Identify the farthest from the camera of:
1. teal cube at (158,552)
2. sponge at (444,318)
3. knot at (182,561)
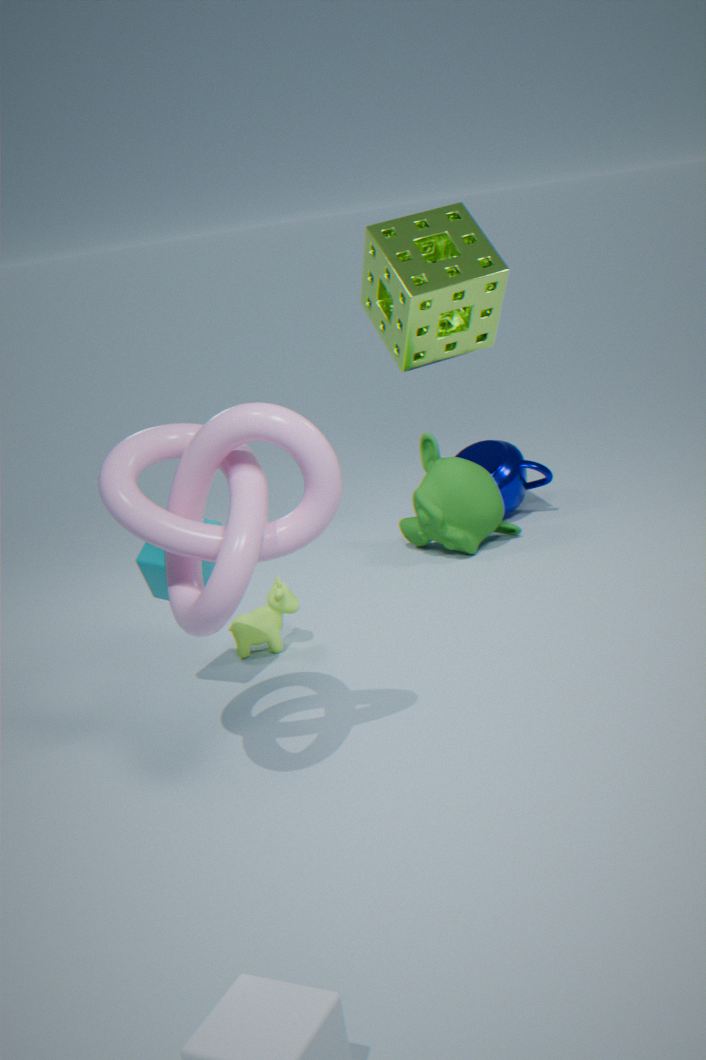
sponge at (444,318)
